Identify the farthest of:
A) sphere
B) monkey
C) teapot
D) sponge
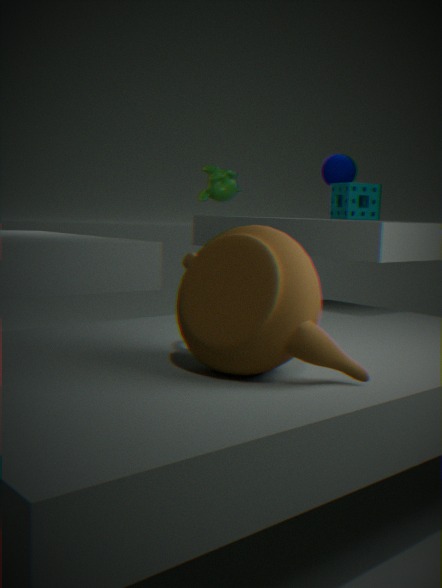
sphere
